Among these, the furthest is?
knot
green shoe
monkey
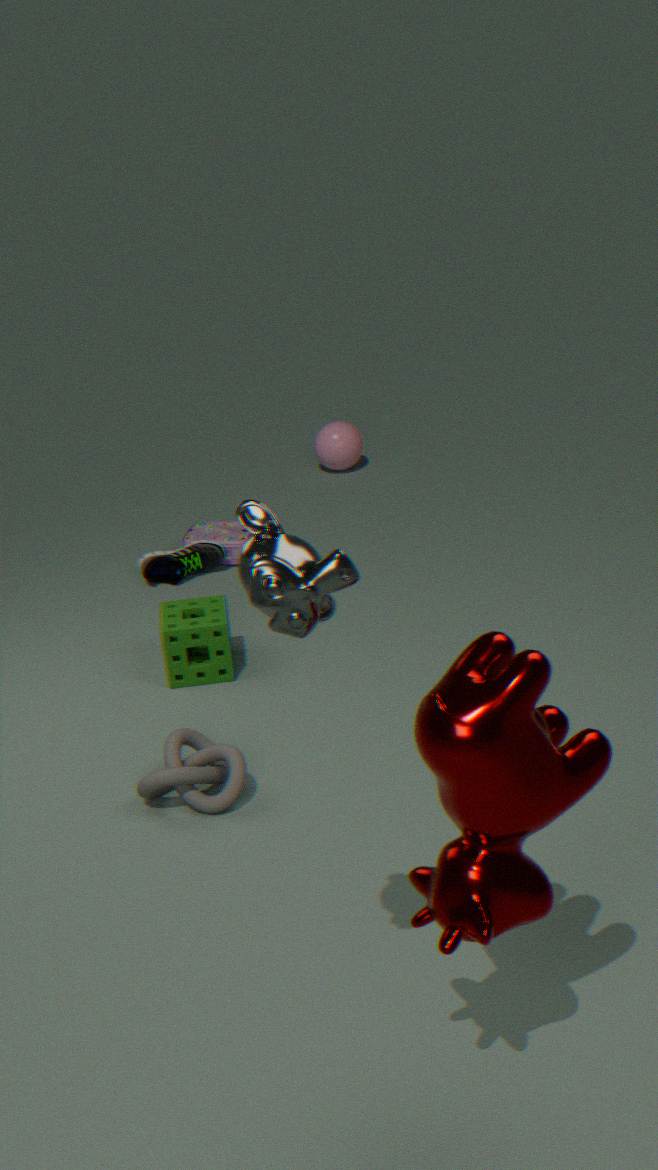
green shoe
